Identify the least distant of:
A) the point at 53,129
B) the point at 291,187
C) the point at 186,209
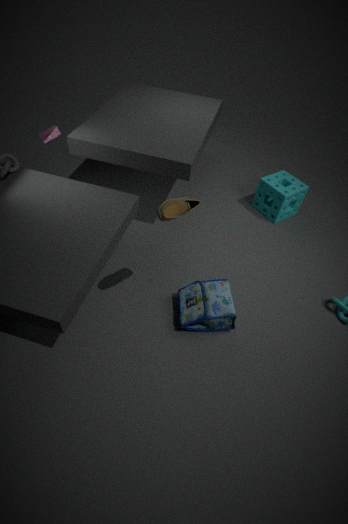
the point at 186,209
